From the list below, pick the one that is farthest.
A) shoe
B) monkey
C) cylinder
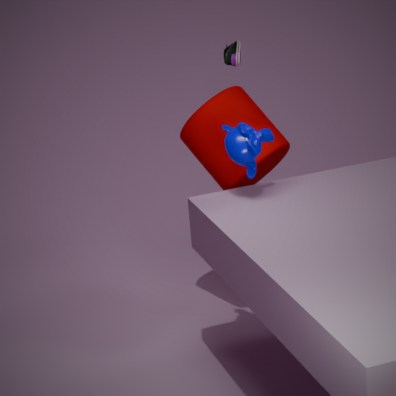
shoe
